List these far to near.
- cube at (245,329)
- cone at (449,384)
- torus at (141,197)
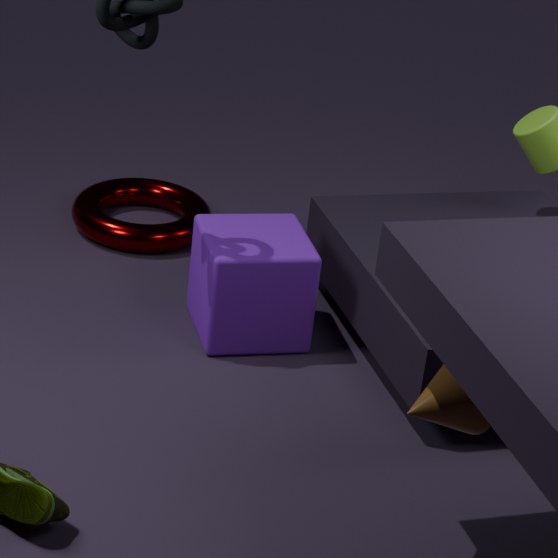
torus at (141,197), cube at (245,329), cone at (449,384)
